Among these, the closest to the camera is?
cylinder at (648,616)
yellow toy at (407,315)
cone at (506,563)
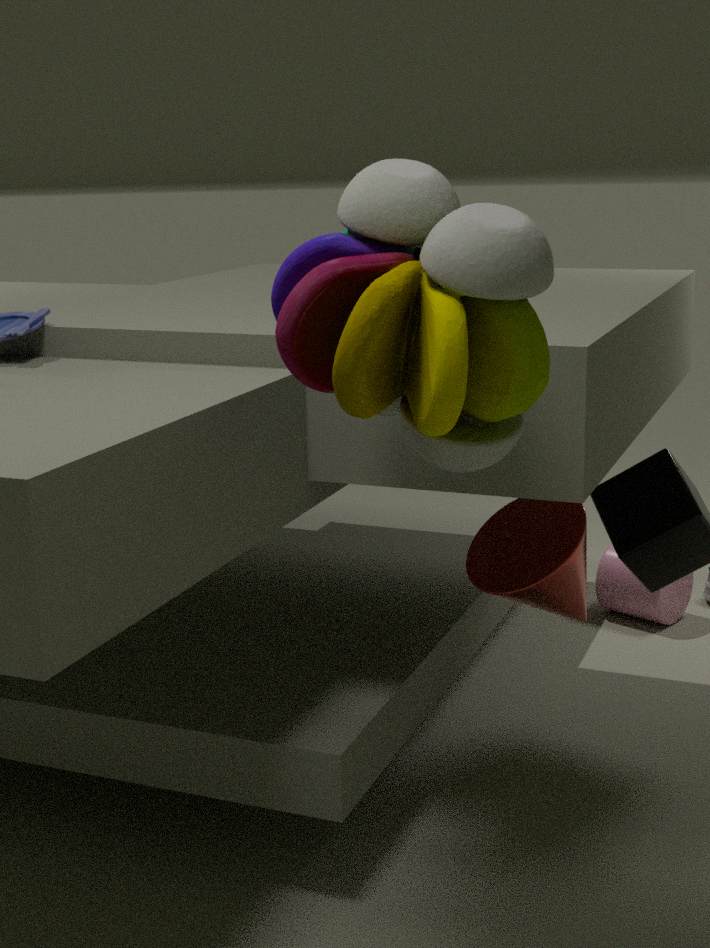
yellow toy at (407,315)
